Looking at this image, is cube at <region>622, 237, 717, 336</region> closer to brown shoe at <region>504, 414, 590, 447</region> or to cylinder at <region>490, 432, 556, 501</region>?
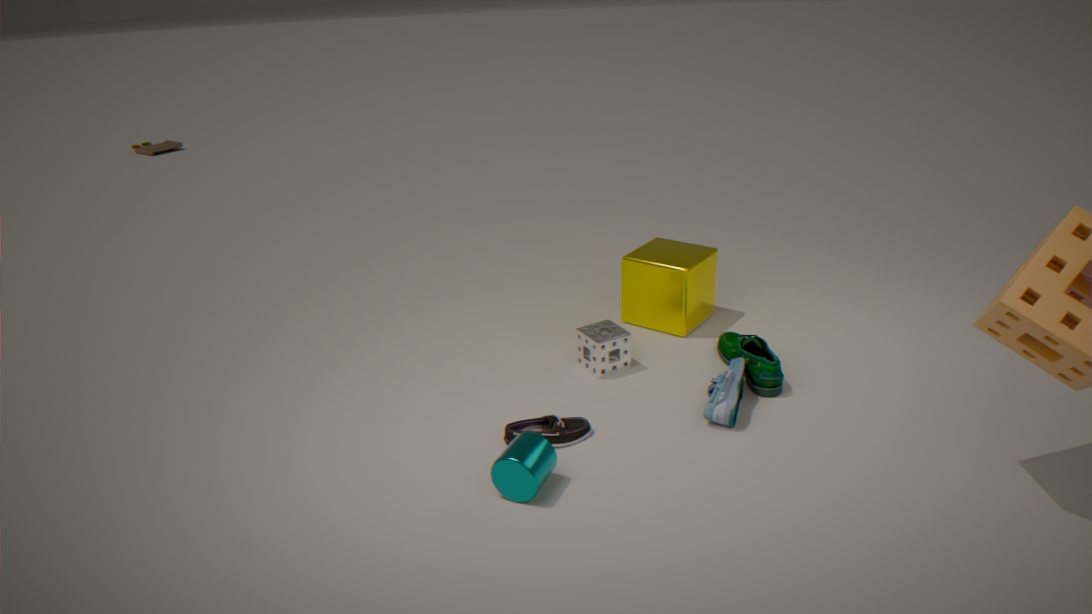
brown shoe at <region>504, 414, 590, 447</region>
